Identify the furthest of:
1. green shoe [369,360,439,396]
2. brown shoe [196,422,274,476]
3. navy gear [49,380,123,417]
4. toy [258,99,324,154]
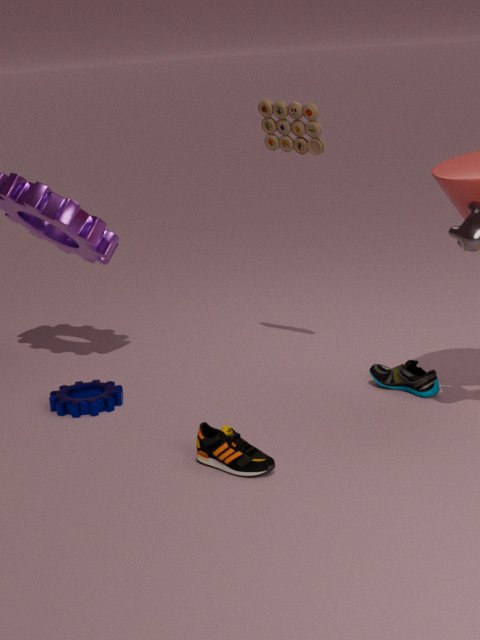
toy [258,99,324,154]
